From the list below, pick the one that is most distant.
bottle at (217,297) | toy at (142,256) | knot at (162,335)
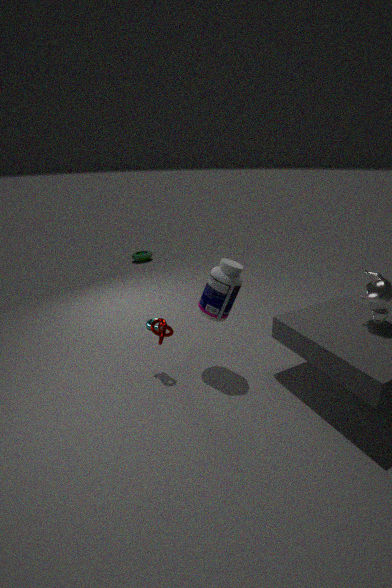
toy at (142,256)
